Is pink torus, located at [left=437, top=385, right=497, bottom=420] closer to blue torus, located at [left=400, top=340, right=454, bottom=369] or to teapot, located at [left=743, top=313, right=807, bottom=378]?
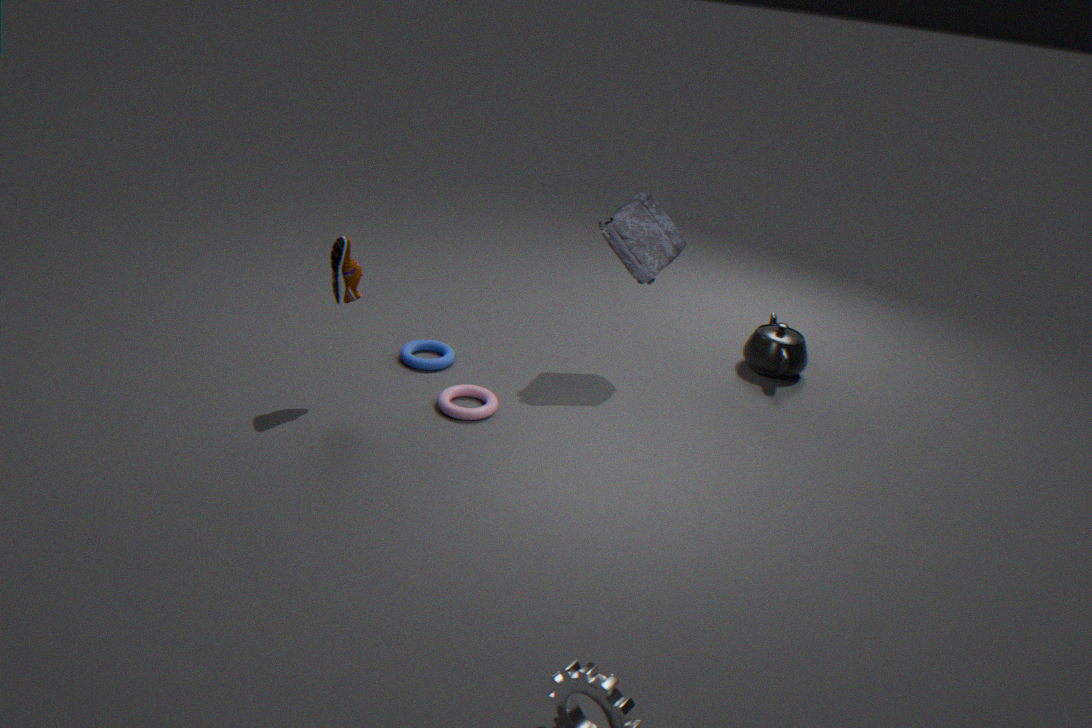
blue torus, located at [left=400, top=340, right=454, bottom=369]
